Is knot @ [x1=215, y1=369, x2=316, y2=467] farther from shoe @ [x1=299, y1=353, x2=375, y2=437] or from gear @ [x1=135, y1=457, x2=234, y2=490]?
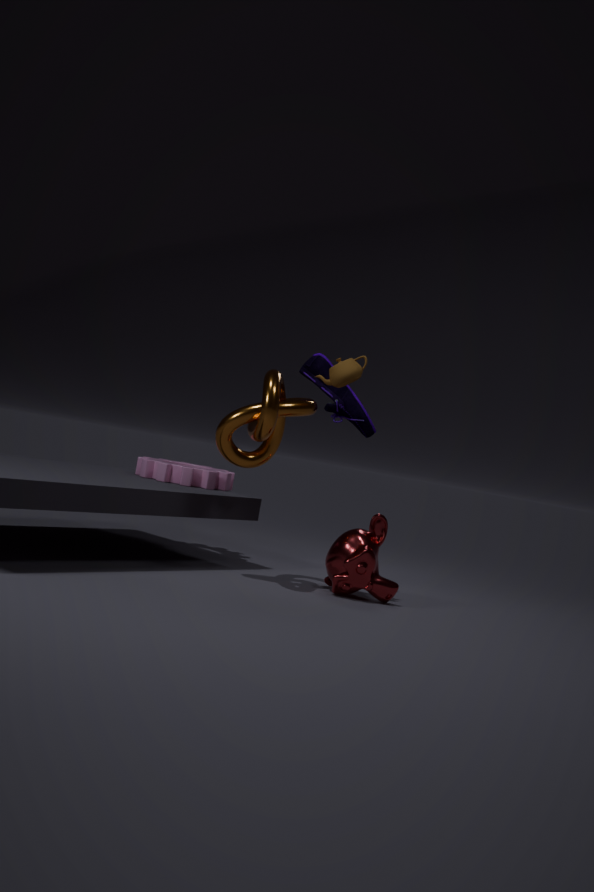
gear @ [x1=135, y1=457, x2=234, y2=490]
